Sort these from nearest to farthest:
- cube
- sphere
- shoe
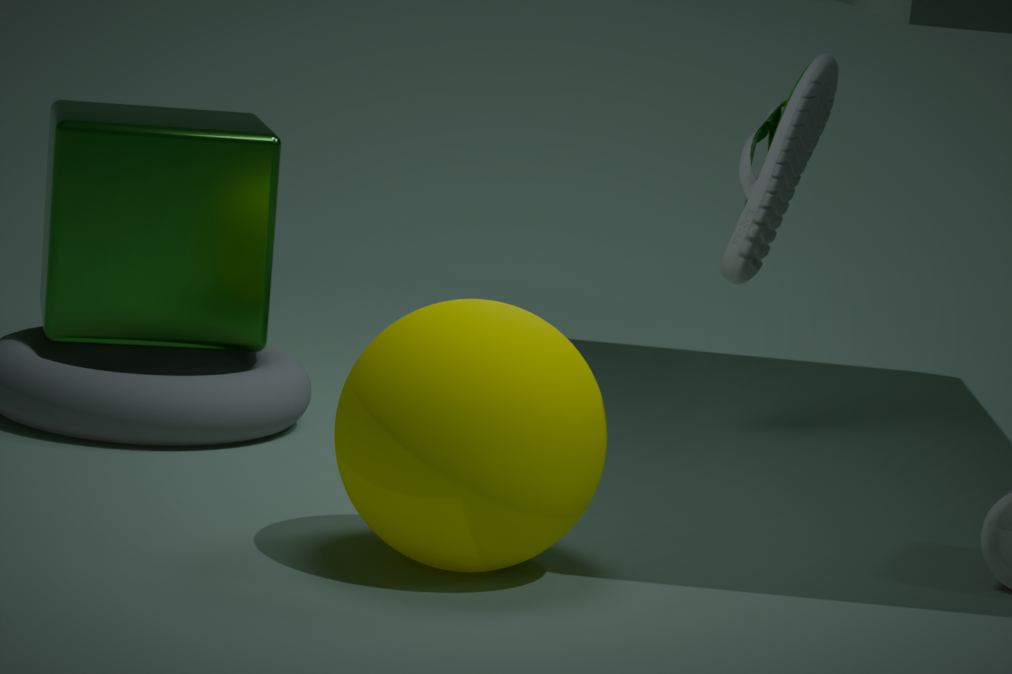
1. sphere
2. cube
3. shoe
